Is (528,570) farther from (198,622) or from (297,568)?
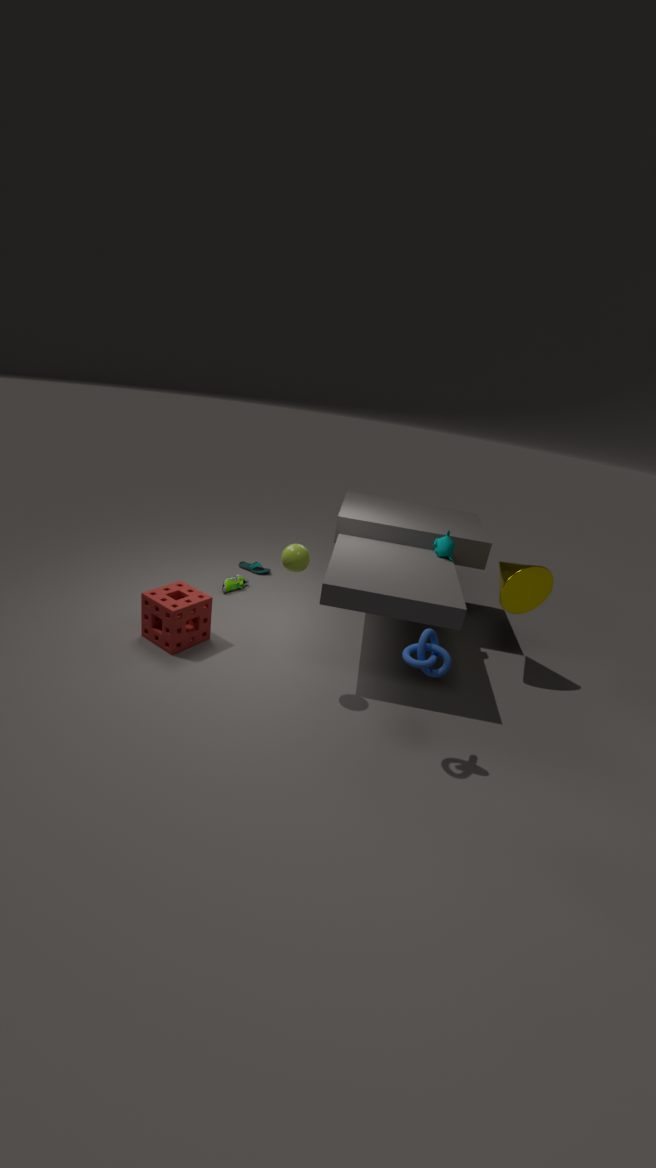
(198,622)
